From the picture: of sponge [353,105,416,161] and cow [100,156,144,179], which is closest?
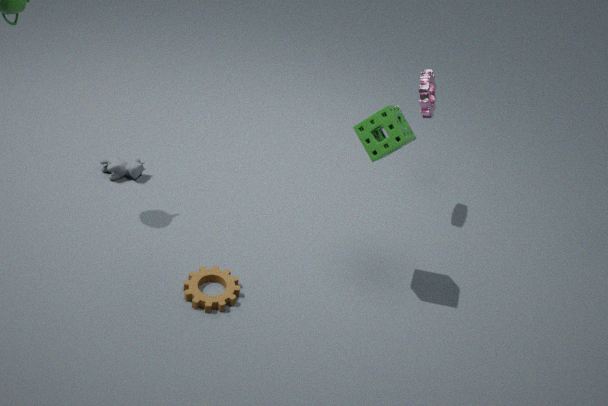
sponge [353,105,416,161]
